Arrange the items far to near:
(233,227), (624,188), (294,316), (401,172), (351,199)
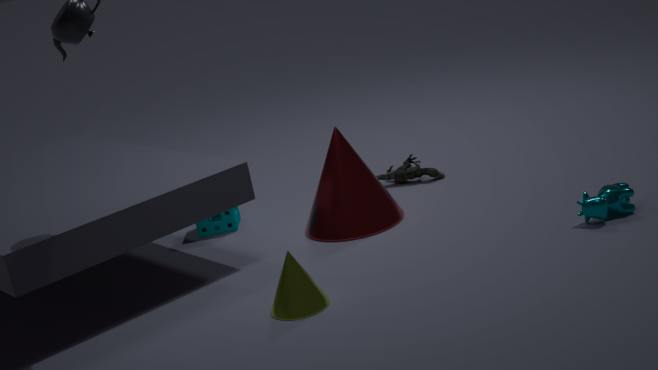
(401,172) → (233,227) → (351,199) → (624,188) → (294,316)
